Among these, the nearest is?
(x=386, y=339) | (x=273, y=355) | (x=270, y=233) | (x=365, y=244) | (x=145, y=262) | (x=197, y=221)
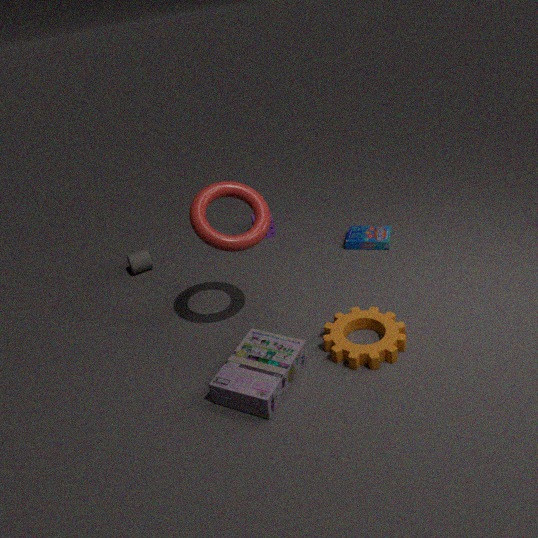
(x=273, y=355)
